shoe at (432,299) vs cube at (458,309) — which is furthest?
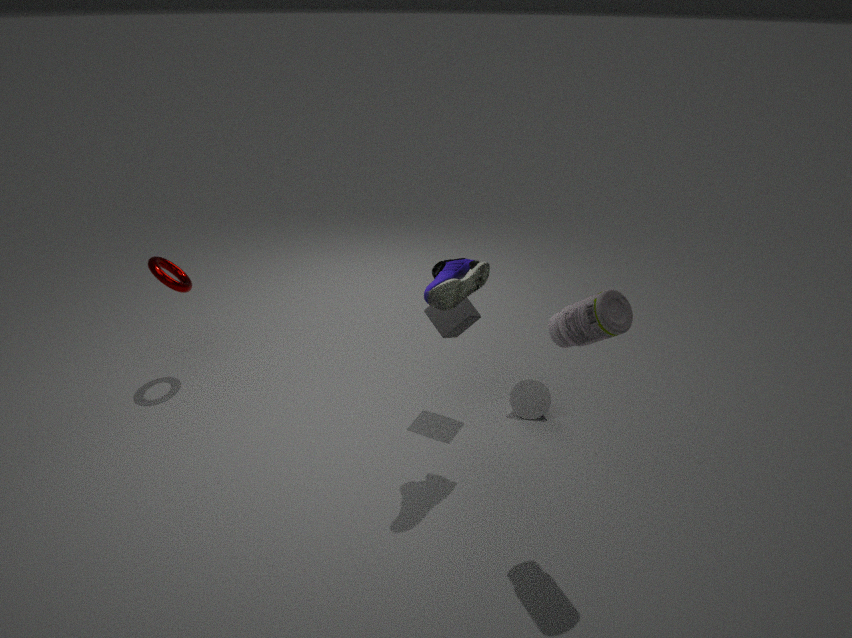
cube at (458,309)
